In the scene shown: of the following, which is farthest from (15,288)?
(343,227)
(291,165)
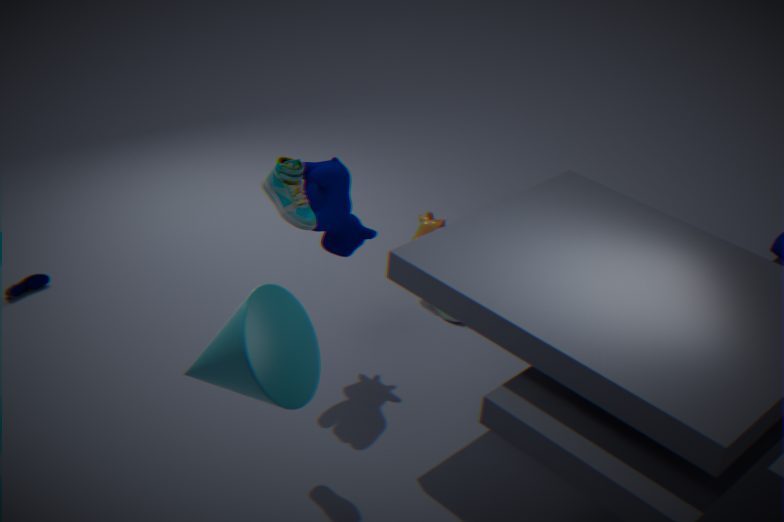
(291,165)
